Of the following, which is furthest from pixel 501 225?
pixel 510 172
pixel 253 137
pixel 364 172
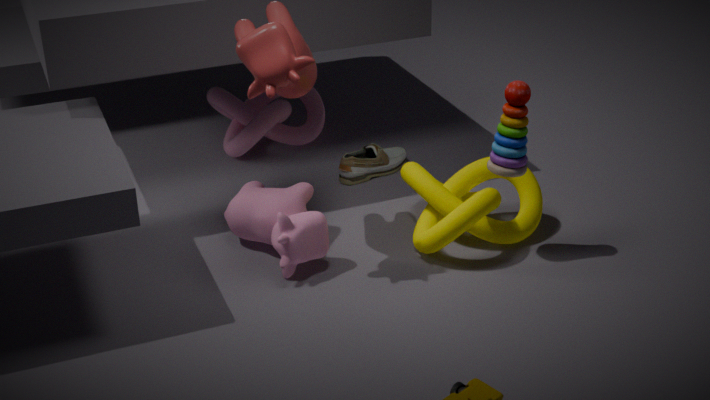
pixel 253 137
